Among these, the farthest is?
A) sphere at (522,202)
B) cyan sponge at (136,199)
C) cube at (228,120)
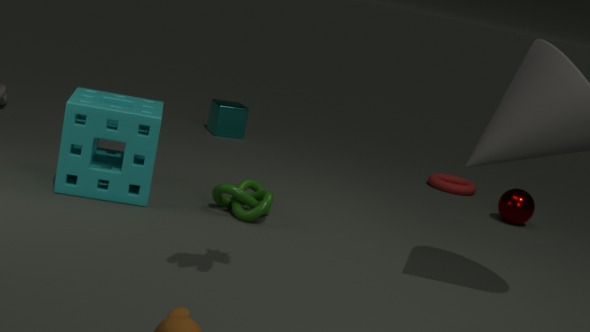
cube at (228,120)
